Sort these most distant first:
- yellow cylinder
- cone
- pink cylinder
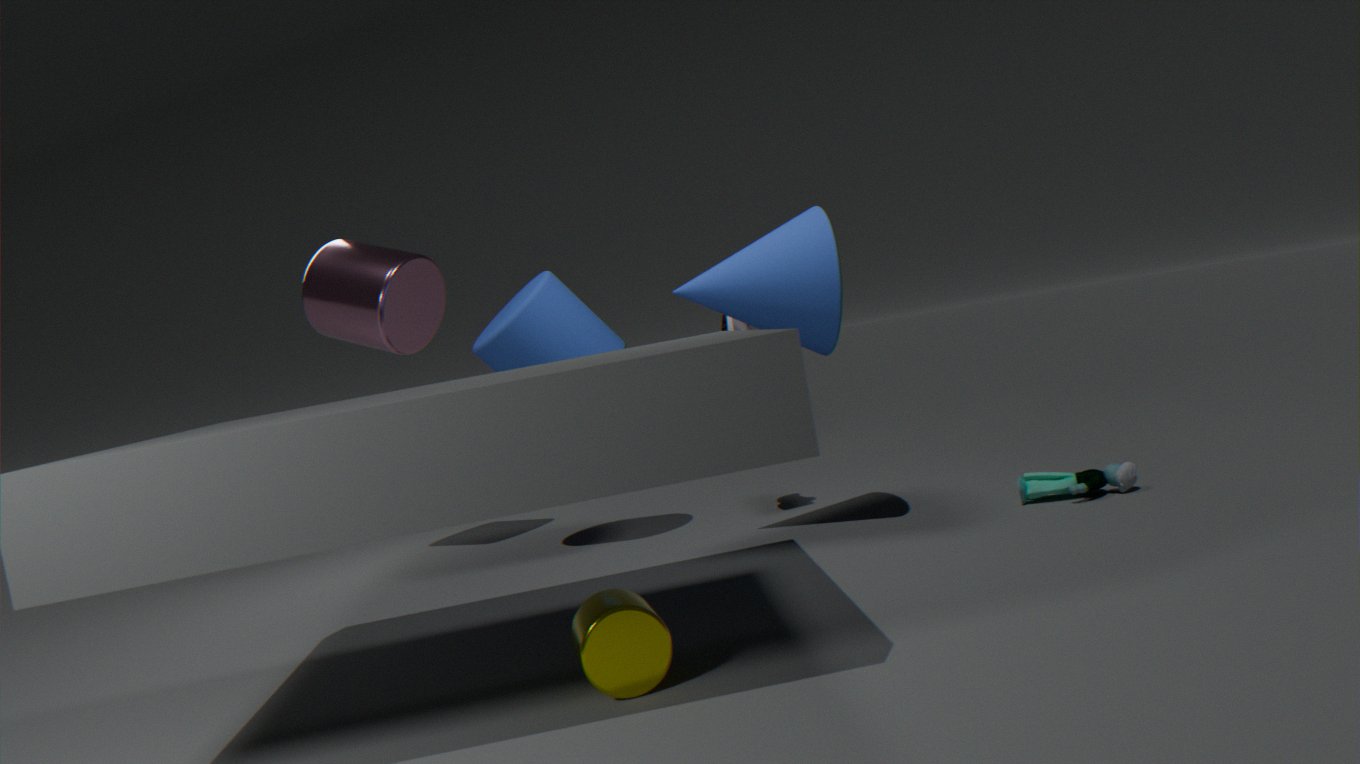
pink cylinder < cone < yellow cylinder
